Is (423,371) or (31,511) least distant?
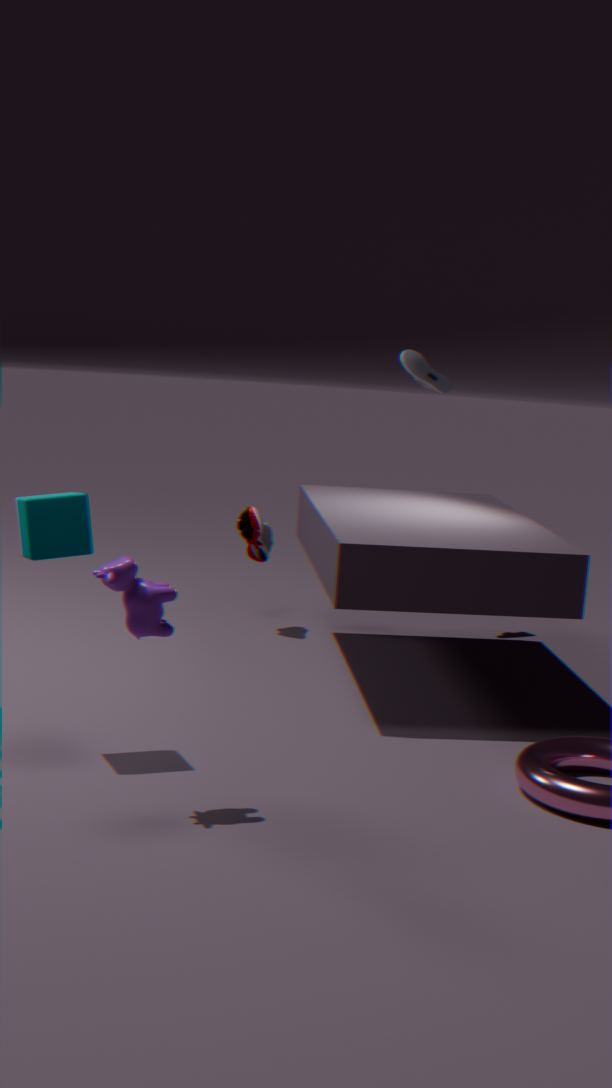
(31,511)
